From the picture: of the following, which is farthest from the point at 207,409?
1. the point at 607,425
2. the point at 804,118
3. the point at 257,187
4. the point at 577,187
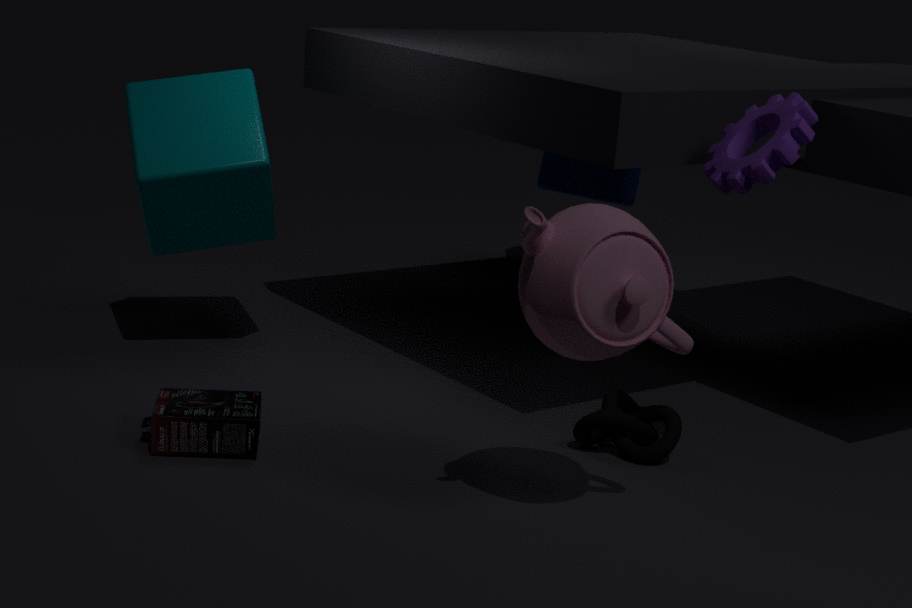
the point at 577,187
